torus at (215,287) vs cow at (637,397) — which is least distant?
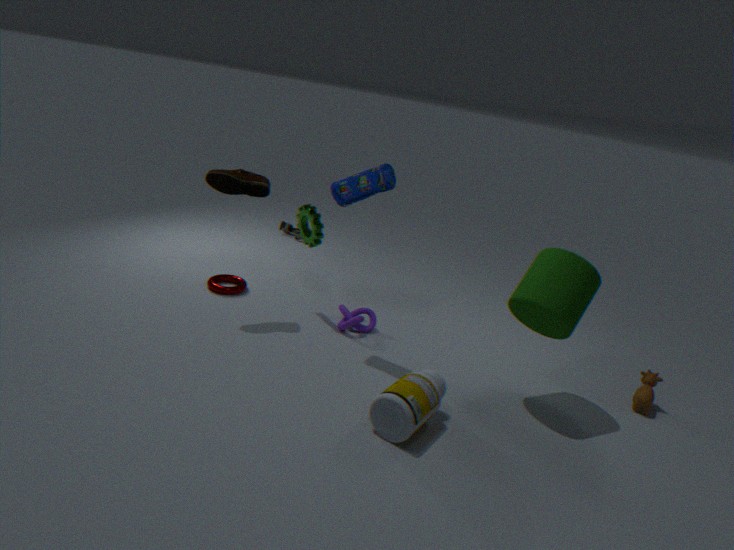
cow at (637,397)
